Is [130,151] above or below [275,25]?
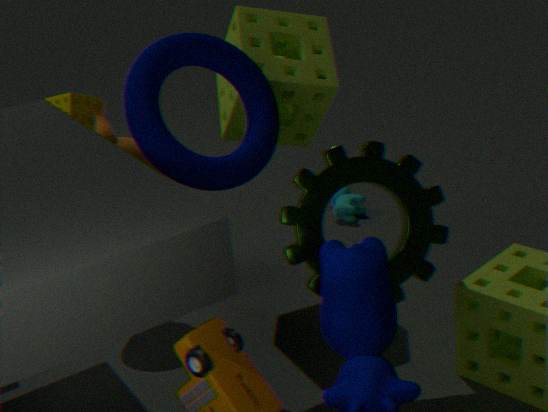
below
